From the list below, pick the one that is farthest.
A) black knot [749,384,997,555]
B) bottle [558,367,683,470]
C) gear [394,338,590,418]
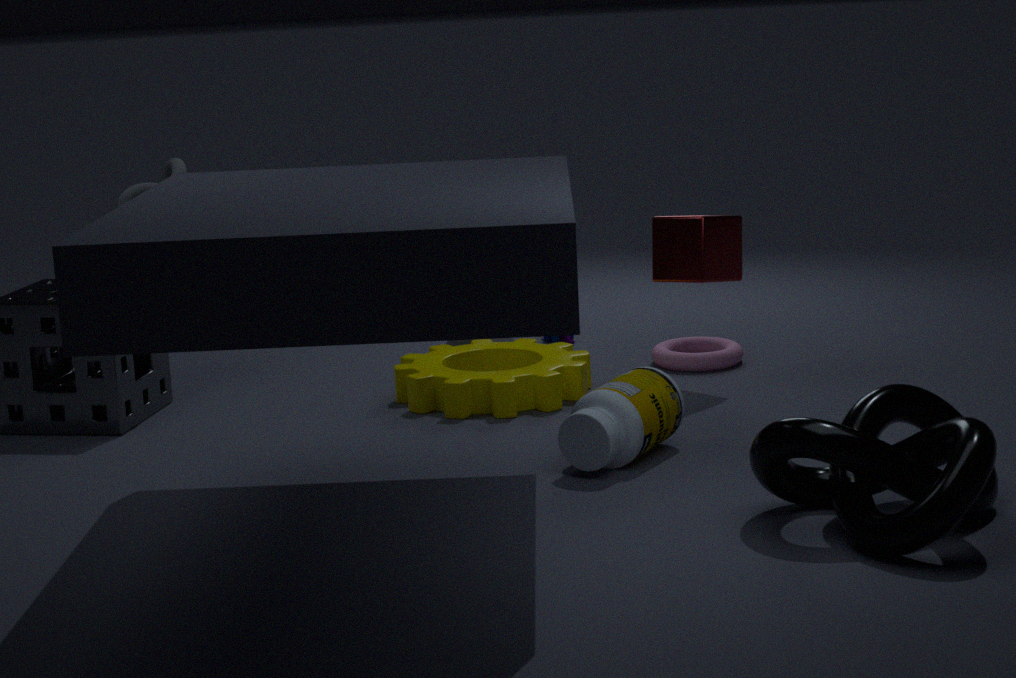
gear [394,338,590,418]
